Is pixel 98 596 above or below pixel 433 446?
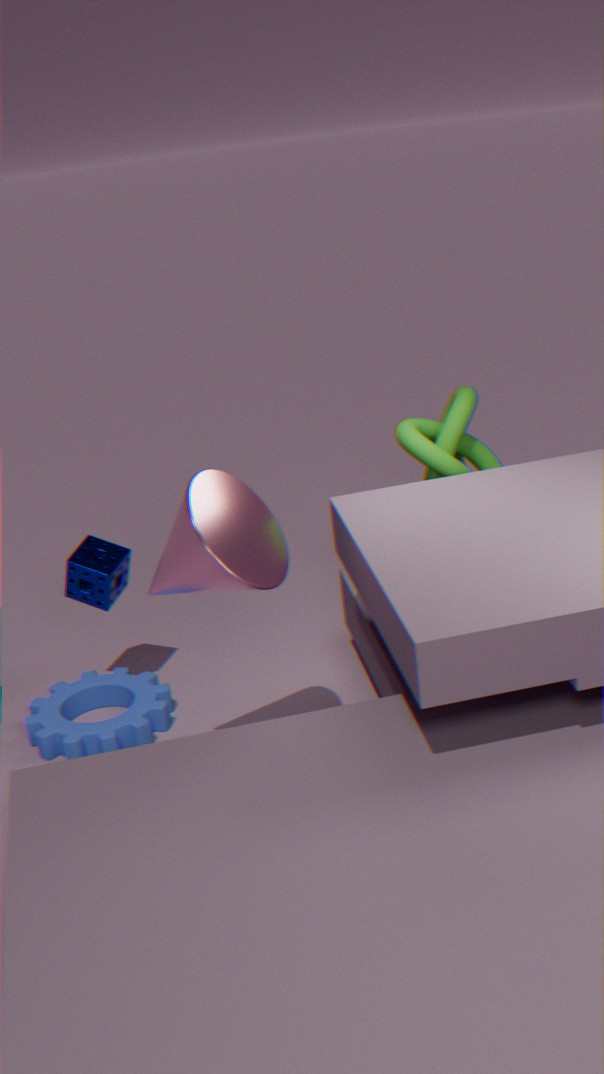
below
